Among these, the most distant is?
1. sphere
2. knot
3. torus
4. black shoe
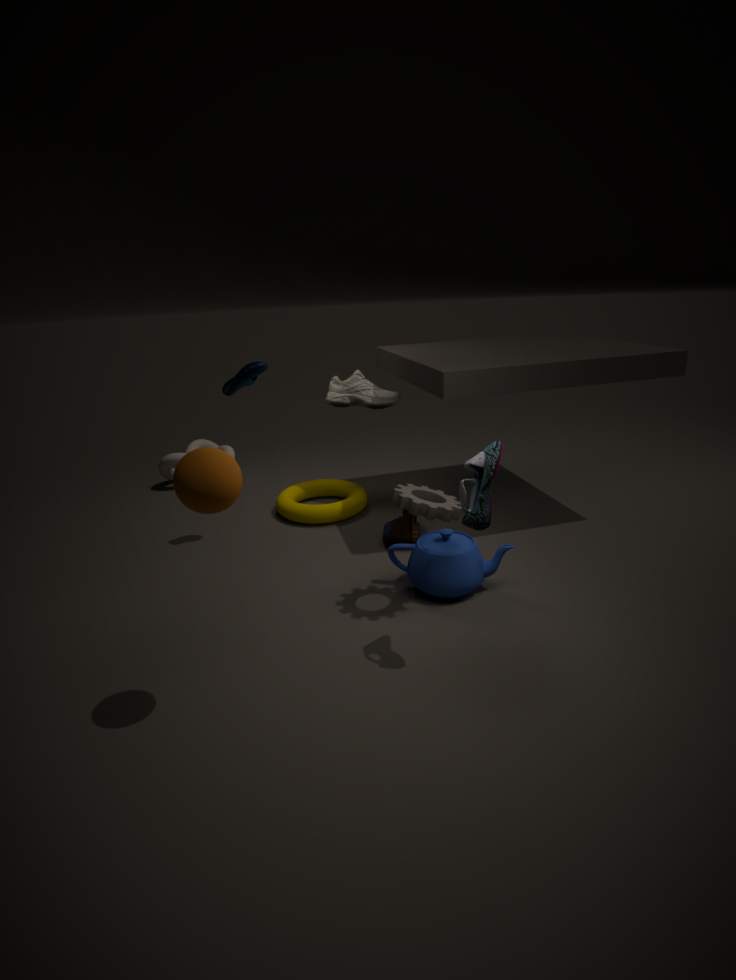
knot
